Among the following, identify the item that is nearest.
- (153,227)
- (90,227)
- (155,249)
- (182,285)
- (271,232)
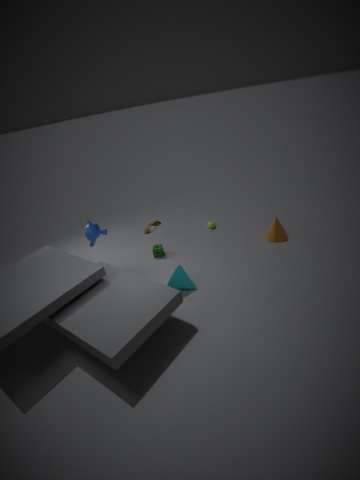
(182,285)
